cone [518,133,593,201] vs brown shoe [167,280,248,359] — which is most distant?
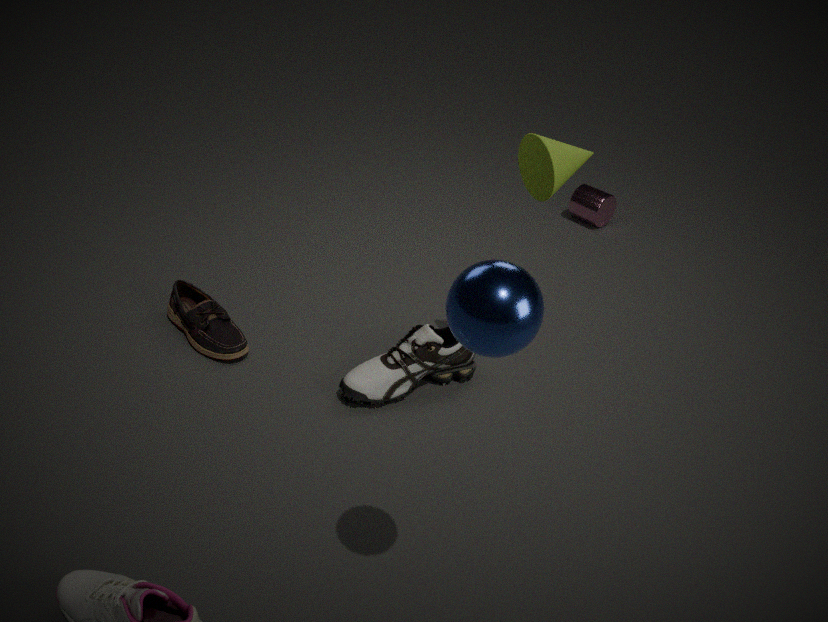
brown shoe [167,280,248,359]
